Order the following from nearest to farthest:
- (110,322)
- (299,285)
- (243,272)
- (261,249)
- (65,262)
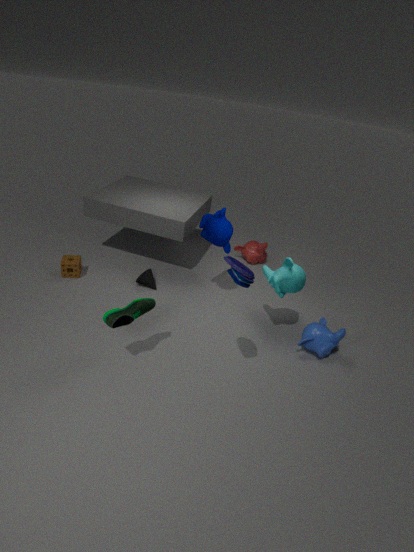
1. (243,272)
2. (110,322)
3. (299,285)
4. (65,262)
5. (261,249)
